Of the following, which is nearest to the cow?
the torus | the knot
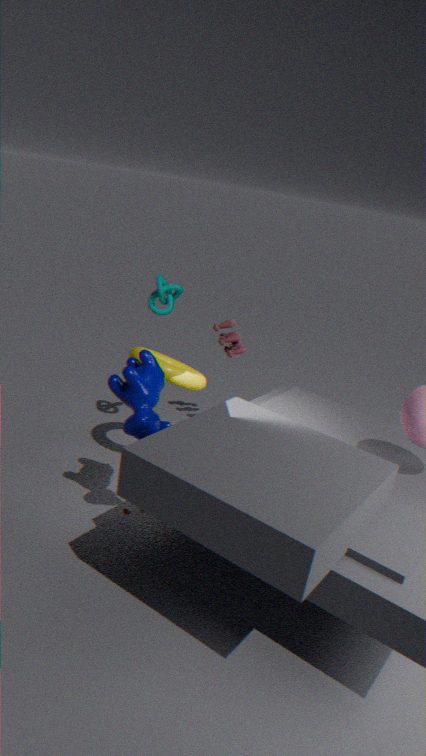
the torus
